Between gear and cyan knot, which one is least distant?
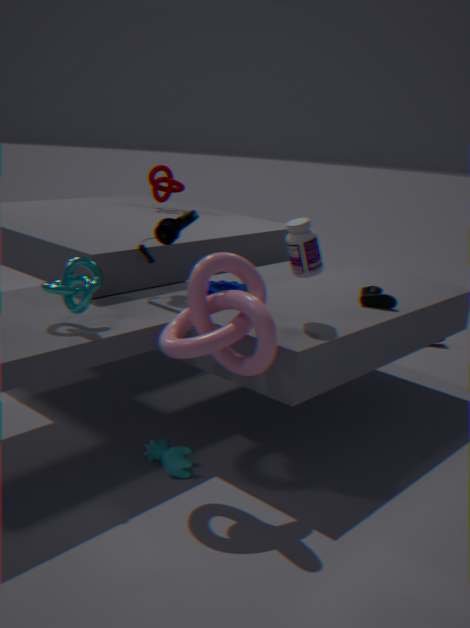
cyan knot
